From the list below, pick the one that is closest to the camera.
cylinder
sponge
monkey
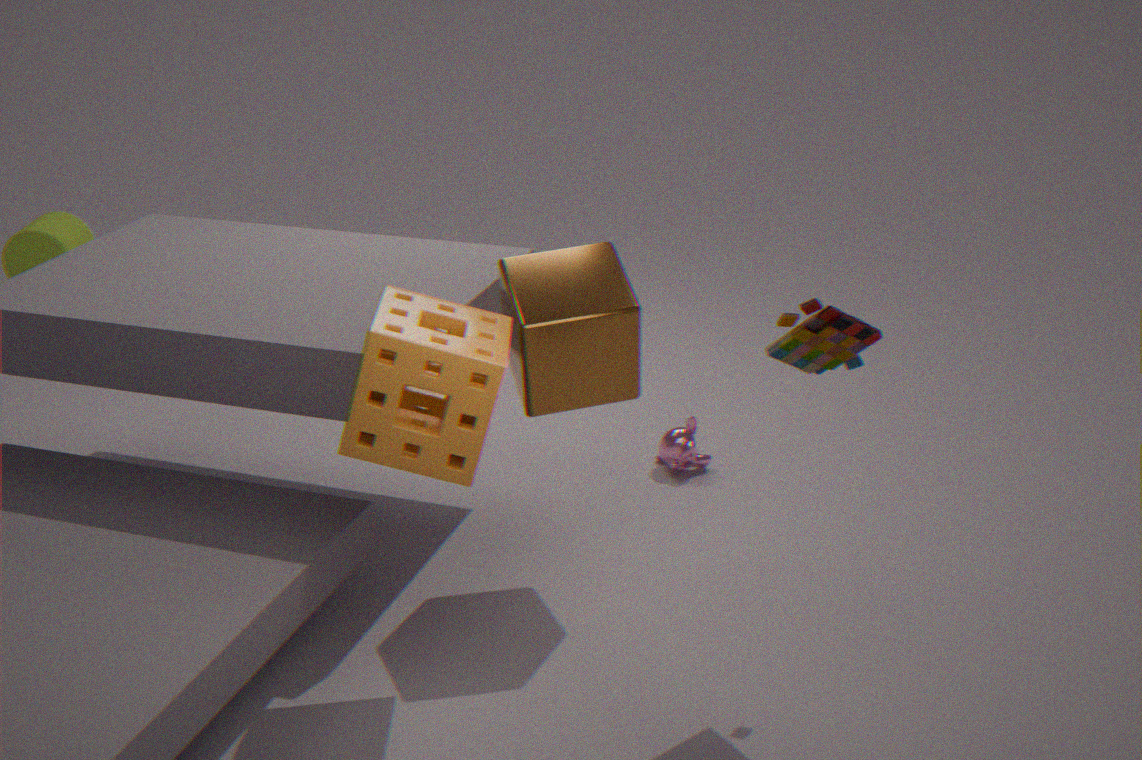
sponge
